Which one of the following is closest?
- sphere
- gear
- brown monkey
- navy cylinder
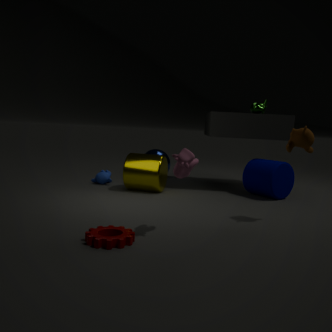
gear
